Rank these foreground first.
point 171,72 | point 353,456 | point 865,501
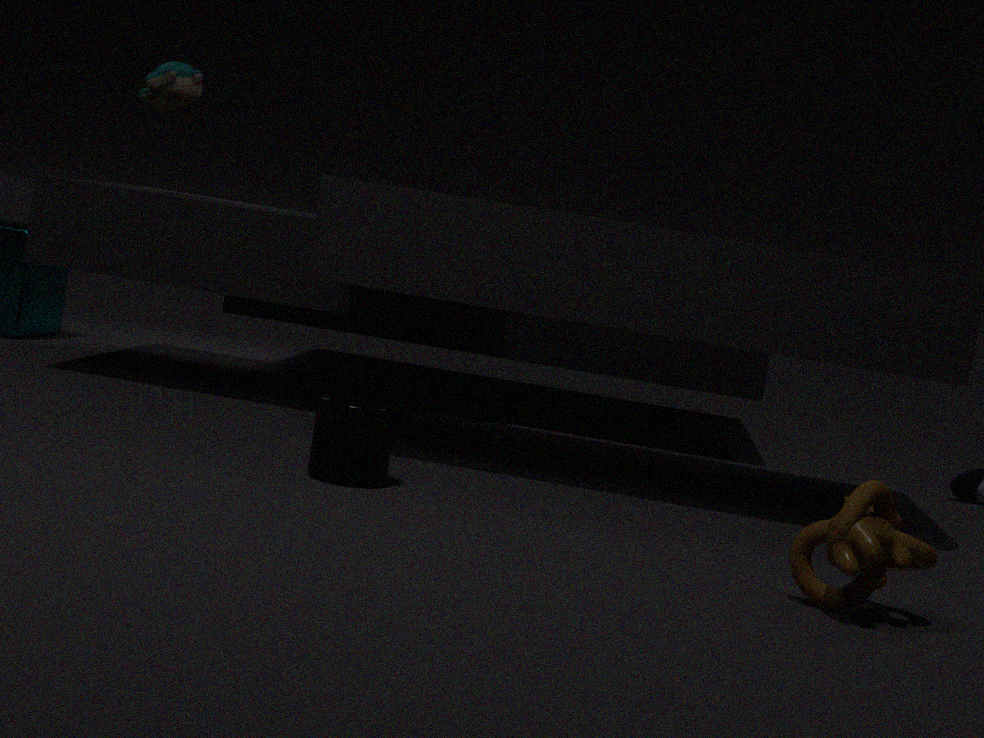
point 865,501 → point 353,456 → point 171,72
